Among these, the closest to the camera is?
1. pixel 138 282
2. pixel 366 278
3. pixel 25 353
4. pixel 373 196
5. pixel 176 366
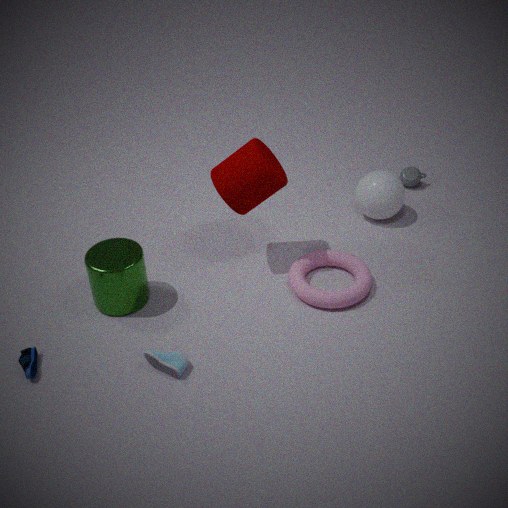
pixel 176 366
